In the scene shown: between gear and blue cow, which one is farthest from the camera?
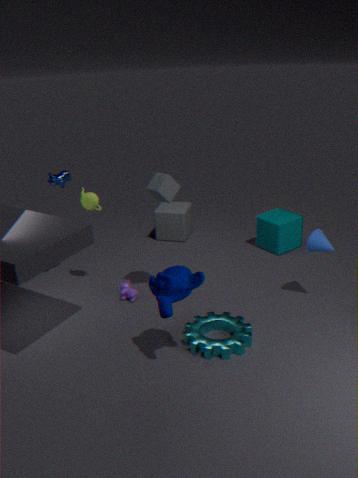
blue cow
